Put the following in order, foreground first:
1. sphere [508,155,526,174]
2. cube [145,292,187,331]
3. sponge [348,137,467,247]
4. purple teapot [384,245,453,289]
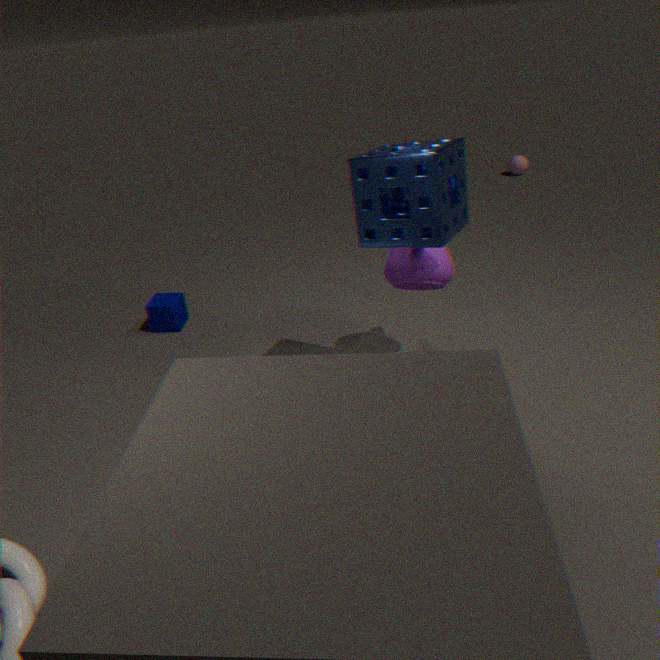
1. sponge [348,137,467,247]
2. purple teapot [384,245,453,289]
3. cube [145,292,187,331]
4. sphere [508,155,526,174]
